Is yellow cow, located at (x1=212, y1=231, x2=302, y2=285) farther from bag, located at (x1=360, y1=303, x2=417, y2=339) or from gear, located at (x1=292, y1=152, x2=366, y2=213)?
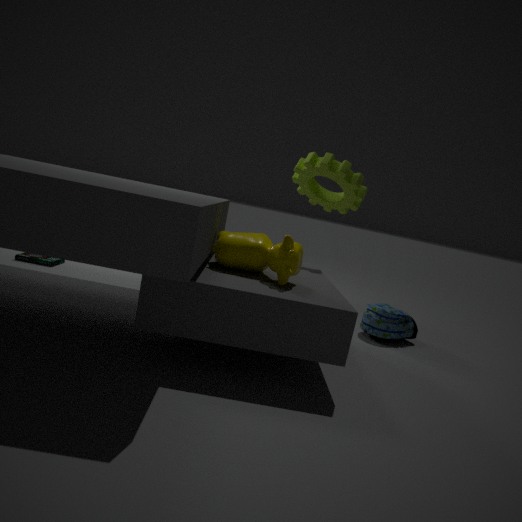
bag, located at (x1=360, y1=303, x2=417, y2=339)
